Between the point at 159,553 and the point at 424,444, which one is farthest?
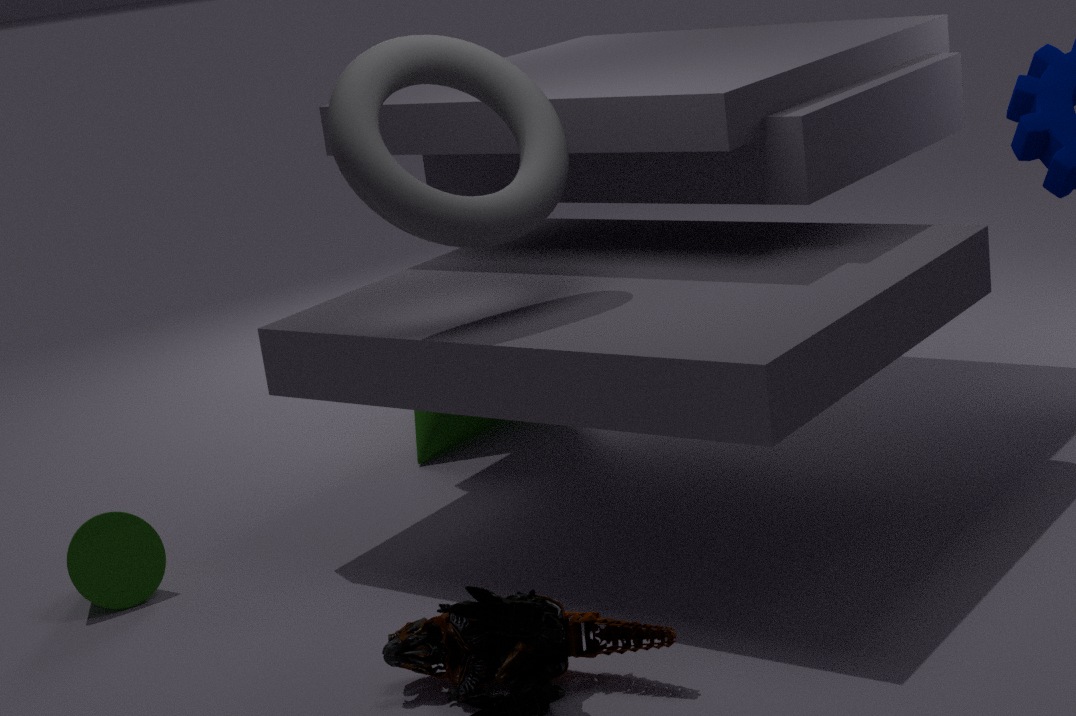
the point at 424,444
